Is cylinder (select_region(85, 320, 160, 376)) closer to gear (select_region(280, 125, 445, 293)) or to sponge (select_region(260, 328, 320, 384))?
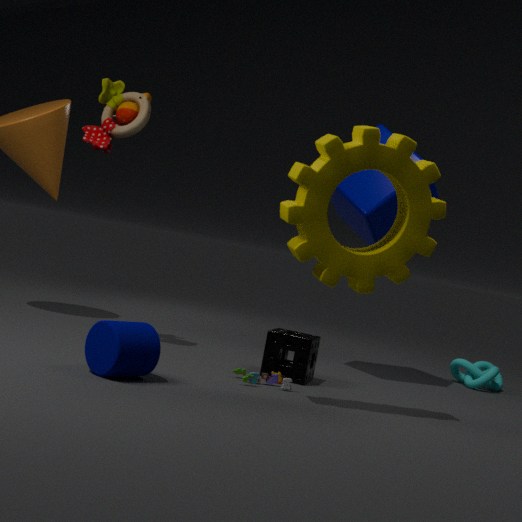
gear (select_region(280, 125, 445, 293))
